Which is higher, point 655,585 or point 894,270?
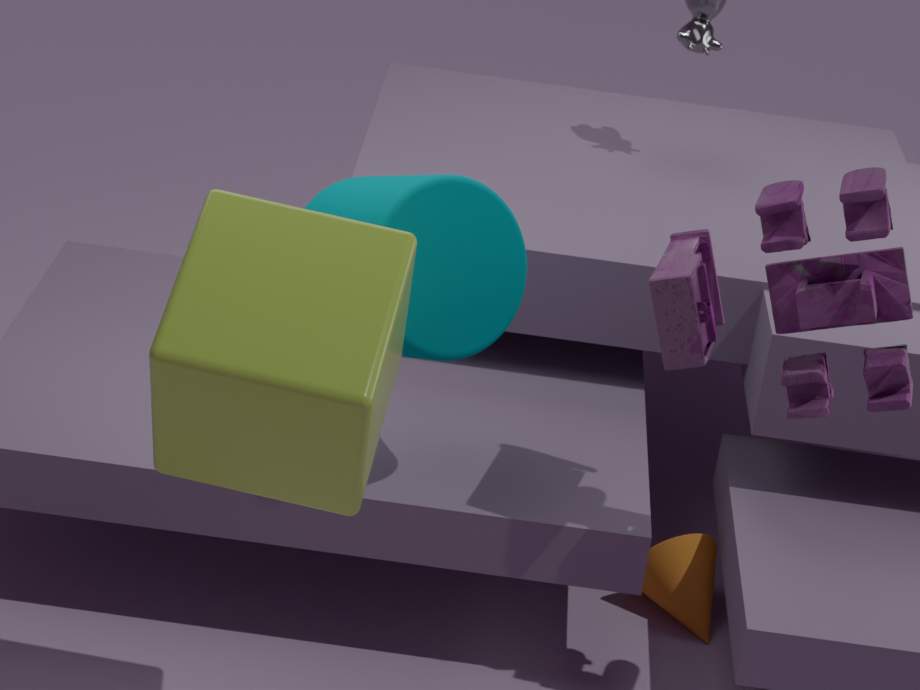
point 894,270
